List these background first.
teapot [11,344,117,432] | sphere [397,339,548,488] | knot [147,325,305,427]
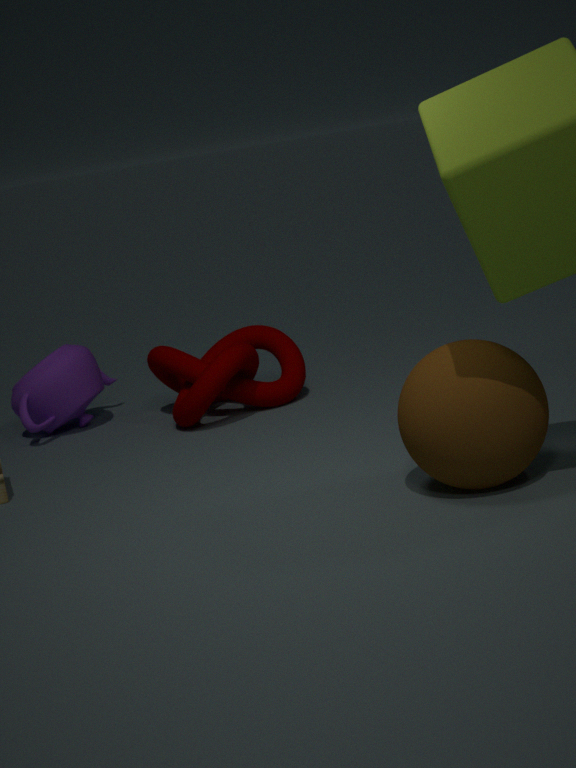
teapot [11,344,117,432], knot [147,325,305,427], sphere [397,339,548,488]
